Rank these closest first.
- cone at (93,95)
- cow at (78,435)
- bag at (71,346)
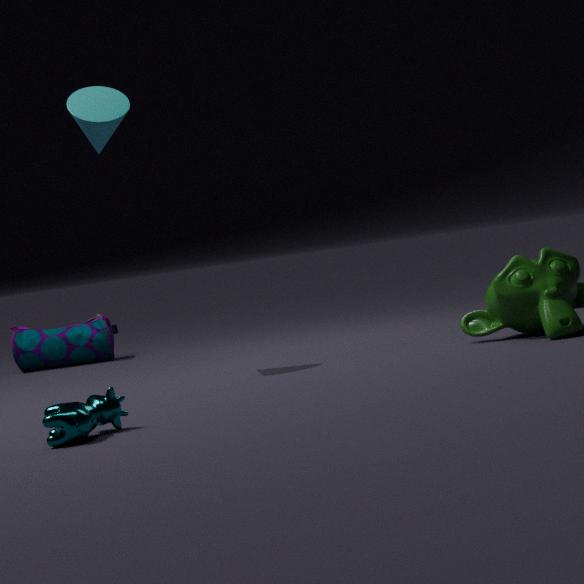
cow at (78,435) → cone at (93,95) → bag at (71,346)
